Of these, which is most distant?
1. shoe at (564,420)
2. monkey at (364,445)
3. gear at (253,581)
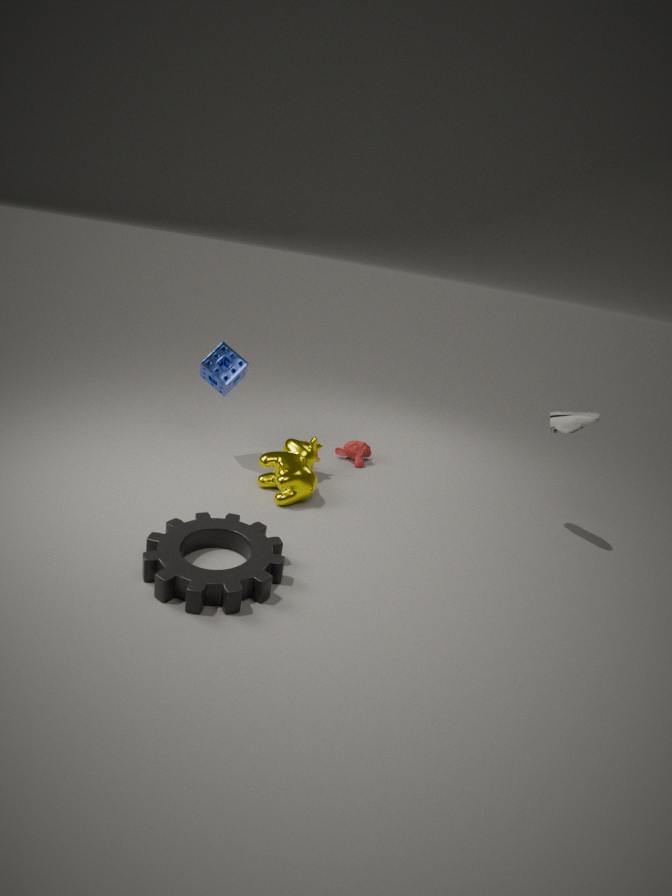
monkey at (364,445)
